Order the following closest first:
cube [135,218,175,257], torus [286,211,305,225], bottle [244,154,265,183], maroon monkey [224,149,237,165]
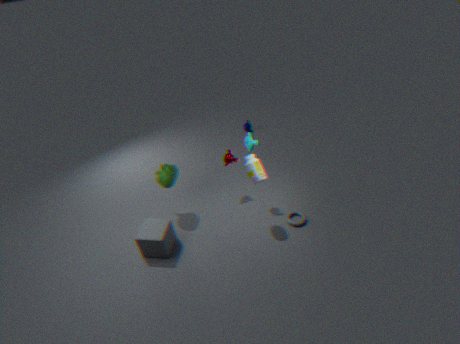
cube [135,218,175,257] < bottle [244,154,265,183] < torus [286,211,305,225] < maroon monkey [224,149,237,165]
